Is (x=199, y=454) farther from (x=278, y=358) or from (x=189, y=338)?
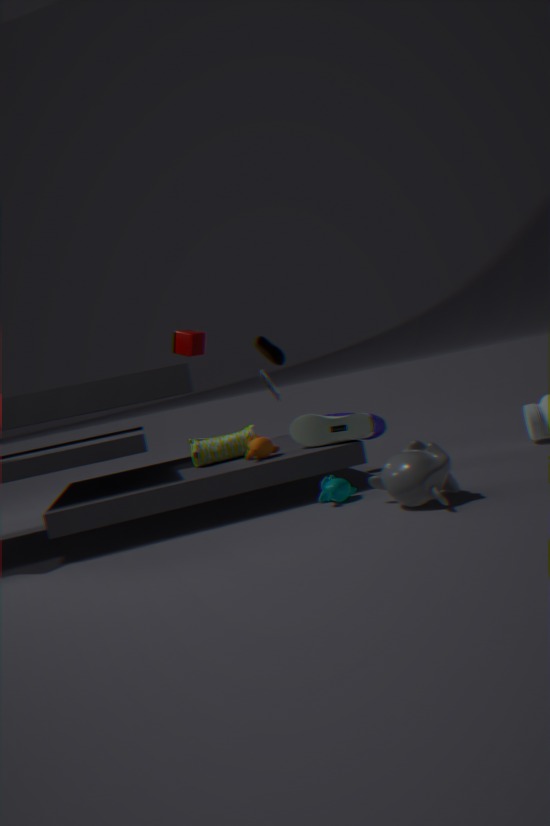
(x=189, y=338)
